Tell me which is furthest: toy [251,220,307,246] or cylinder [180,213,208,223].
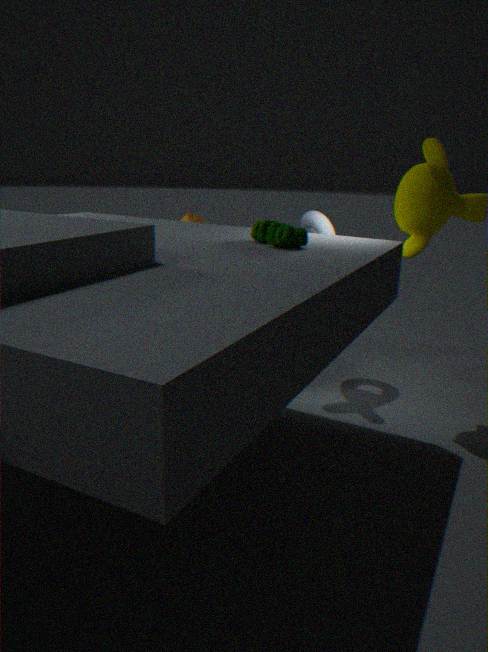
cylinder [180,213,208,223]
